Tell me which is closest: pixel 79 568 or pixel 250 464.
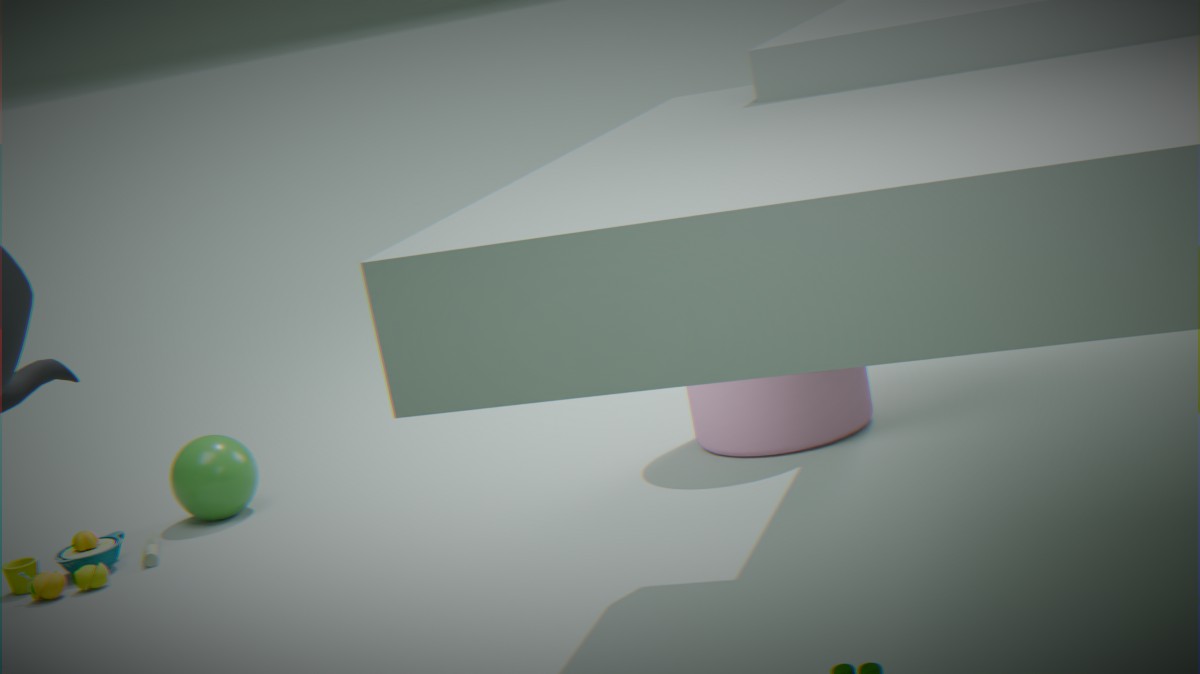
pixel 79 568
